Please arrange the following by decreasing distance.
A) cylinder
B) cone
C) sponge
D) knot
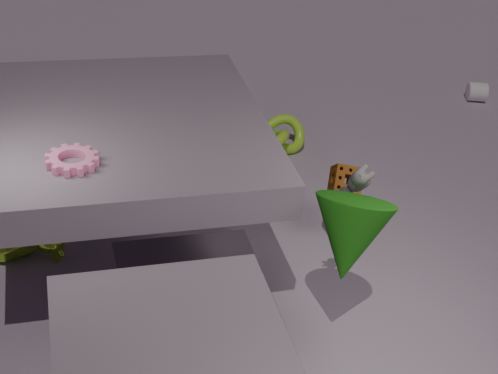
cylinder → knot → sponge → cone
